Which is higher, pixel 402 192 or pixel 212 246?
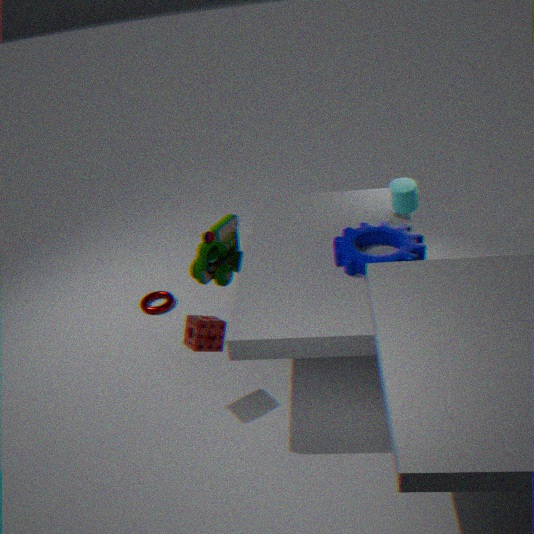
pixel 402 192
